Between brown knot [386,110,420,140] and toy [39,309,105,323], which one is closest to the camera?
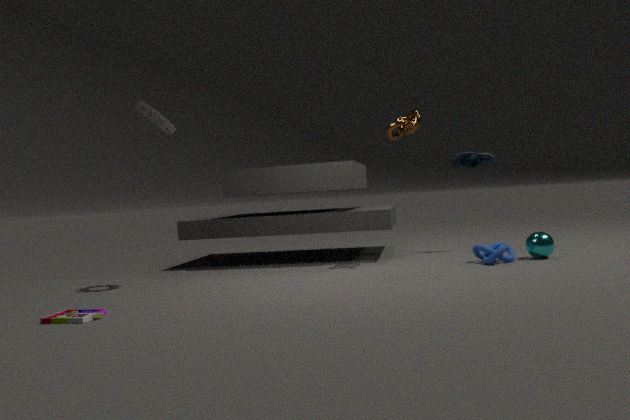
toy [39,309,105,323]
